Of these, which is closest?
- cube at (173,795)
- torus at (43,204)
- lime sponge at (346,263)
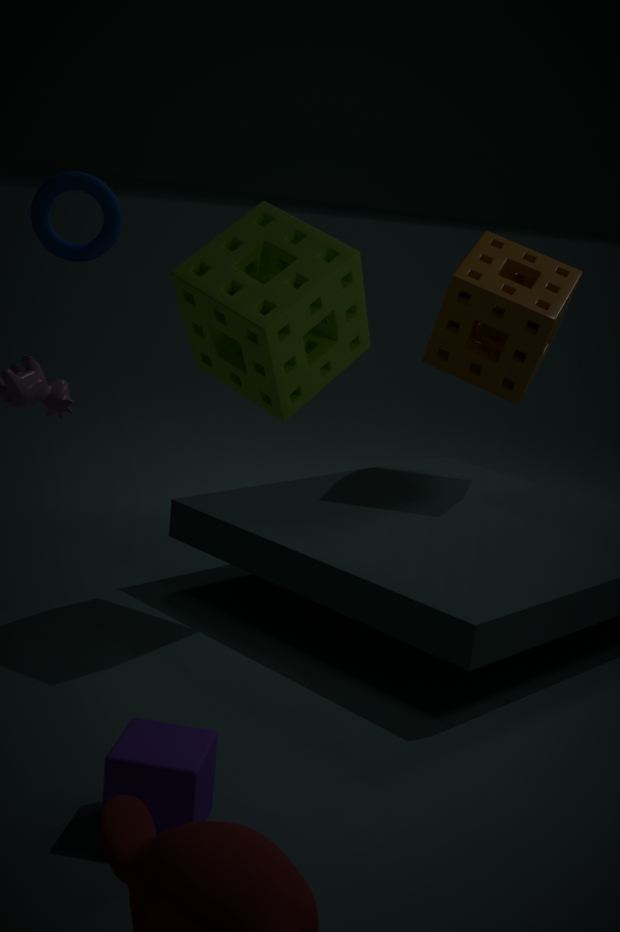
cube at (173,795)
